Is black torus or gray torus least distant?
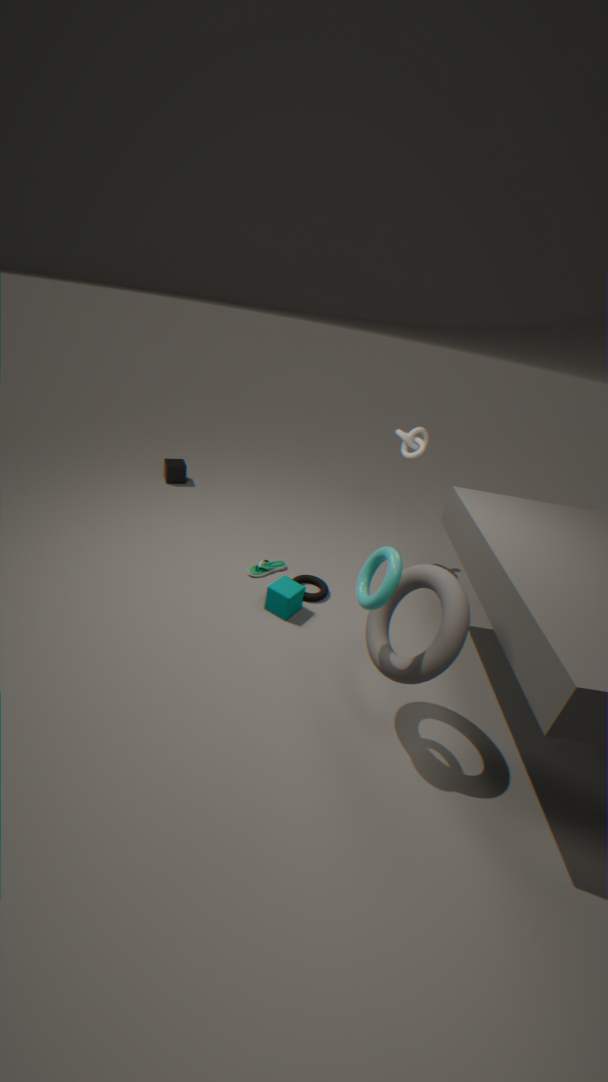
gray torus
